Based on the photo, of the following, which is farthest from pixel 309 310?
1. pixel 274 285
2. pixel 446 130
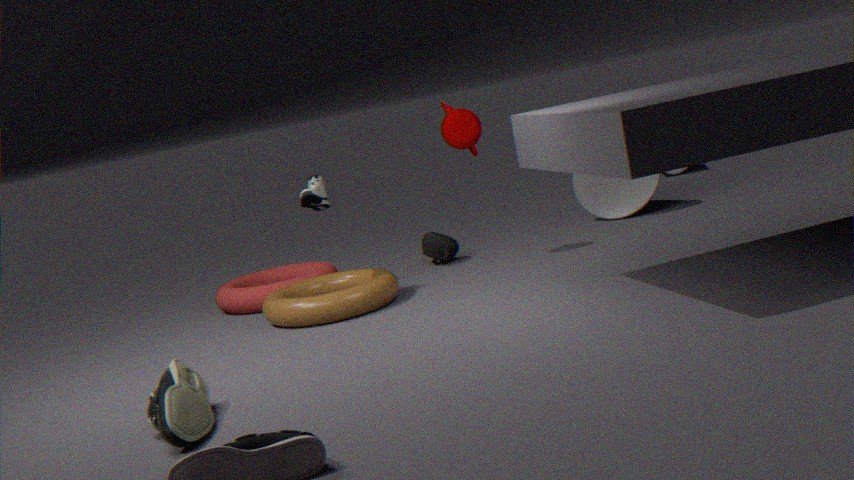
pixel 446 130
